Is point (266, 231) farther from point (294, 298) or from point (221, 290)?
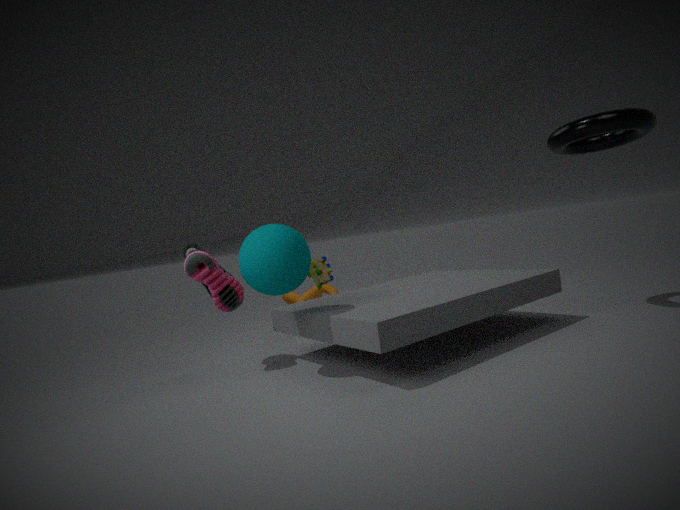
point (294, 298)
